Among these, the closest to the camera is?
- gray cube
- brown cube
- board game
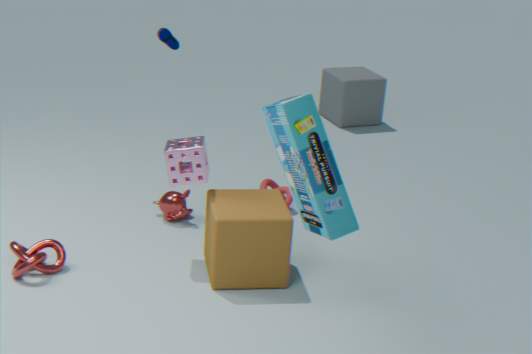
board game
